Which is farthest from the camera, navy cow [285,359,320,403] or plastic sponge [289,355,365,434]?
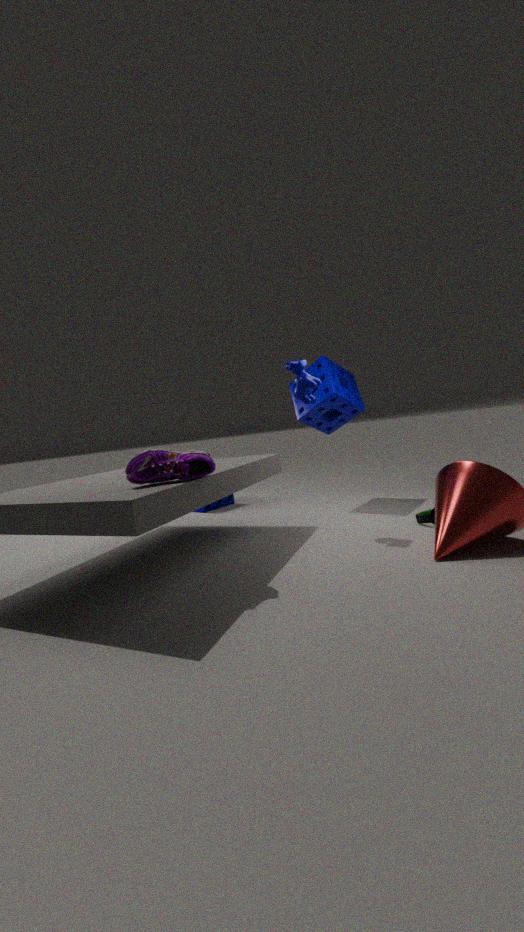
plastic sponge [289,355,365,434]
